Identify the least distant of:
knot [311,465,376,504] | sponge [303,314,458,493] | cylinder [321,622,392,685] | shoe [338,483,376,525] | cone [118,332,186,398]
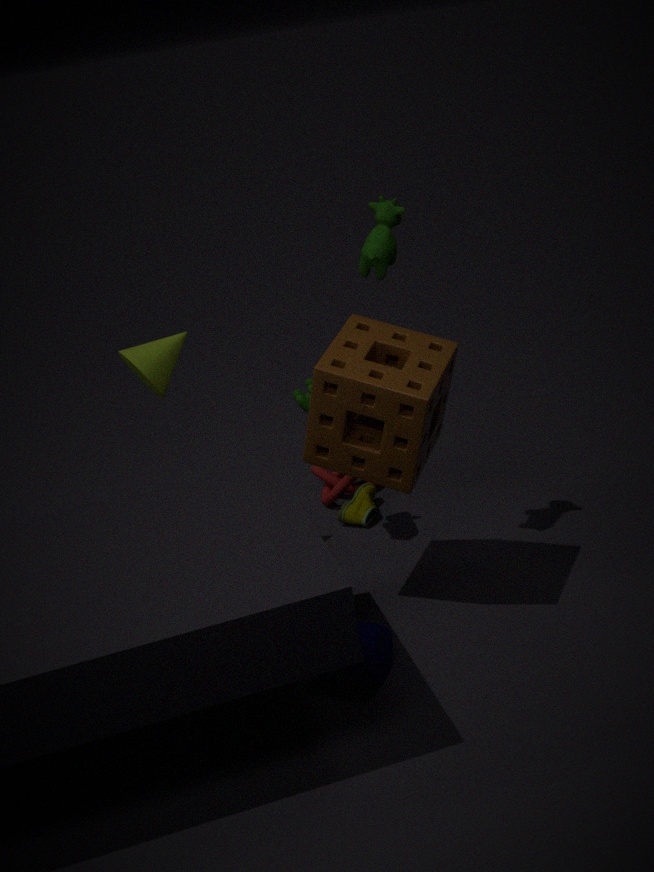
cylinder [321,622,392,685]
